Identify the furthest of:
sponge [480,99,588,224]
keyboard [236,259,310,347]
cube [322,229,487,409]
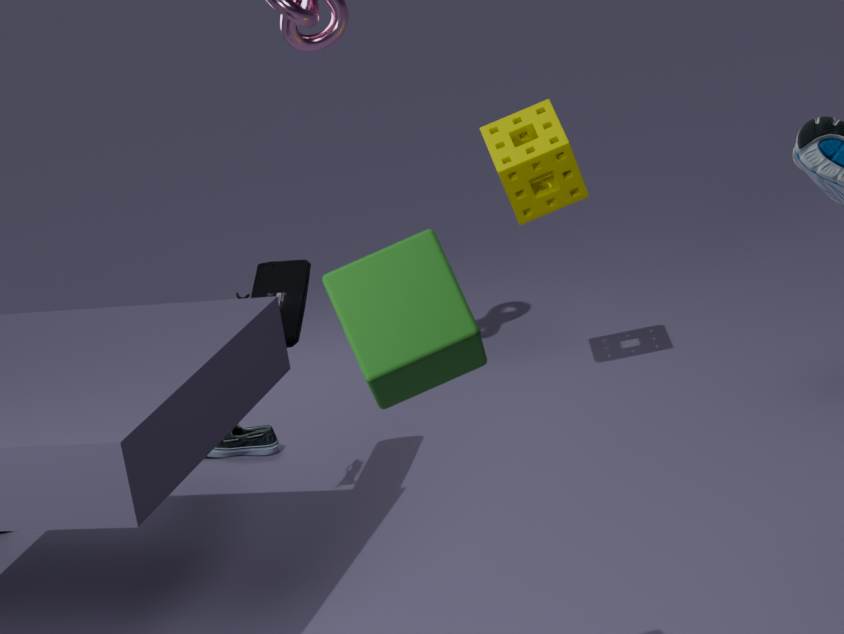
sponge [480,99,588,224]
